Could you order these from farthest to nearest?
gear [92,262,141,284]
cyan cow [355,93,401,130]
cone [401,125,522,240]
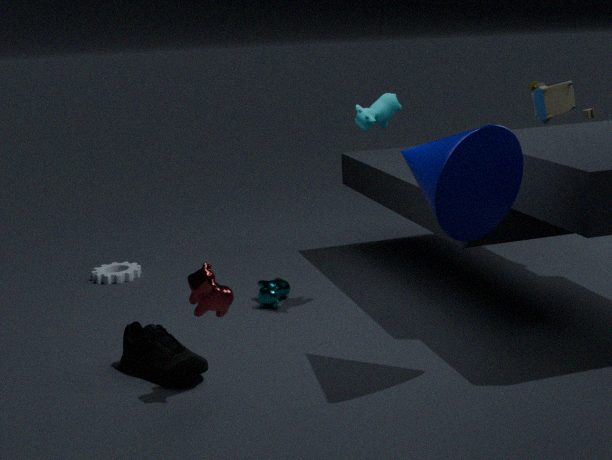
gear [92,262,141,284] < cyan cow [355,93,401,130] < cone [401,125,522,240]
